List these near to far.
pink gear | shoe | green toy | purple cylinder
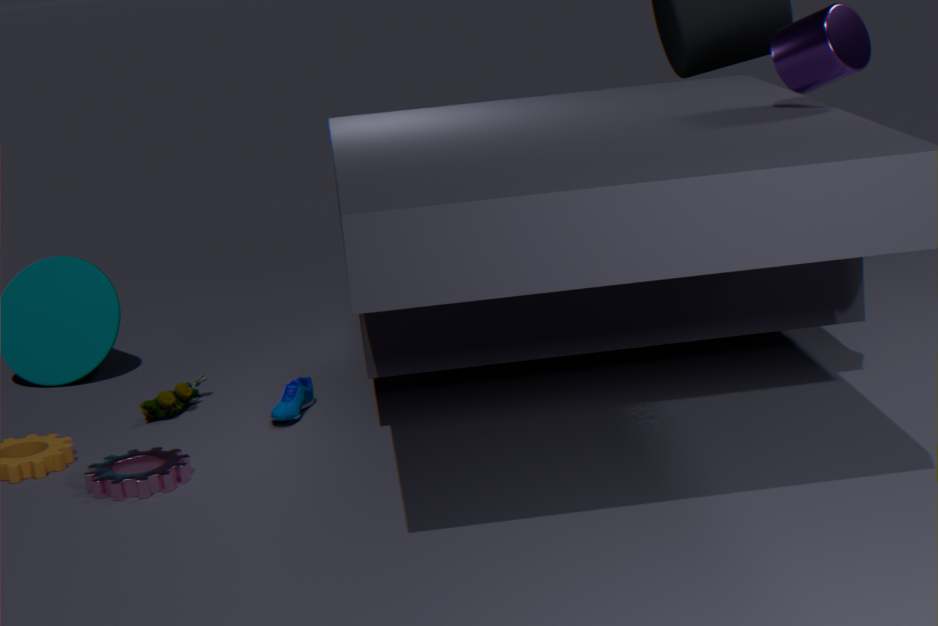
1. purple cylinder
2. pink gear
3. shoe
4. green toy
